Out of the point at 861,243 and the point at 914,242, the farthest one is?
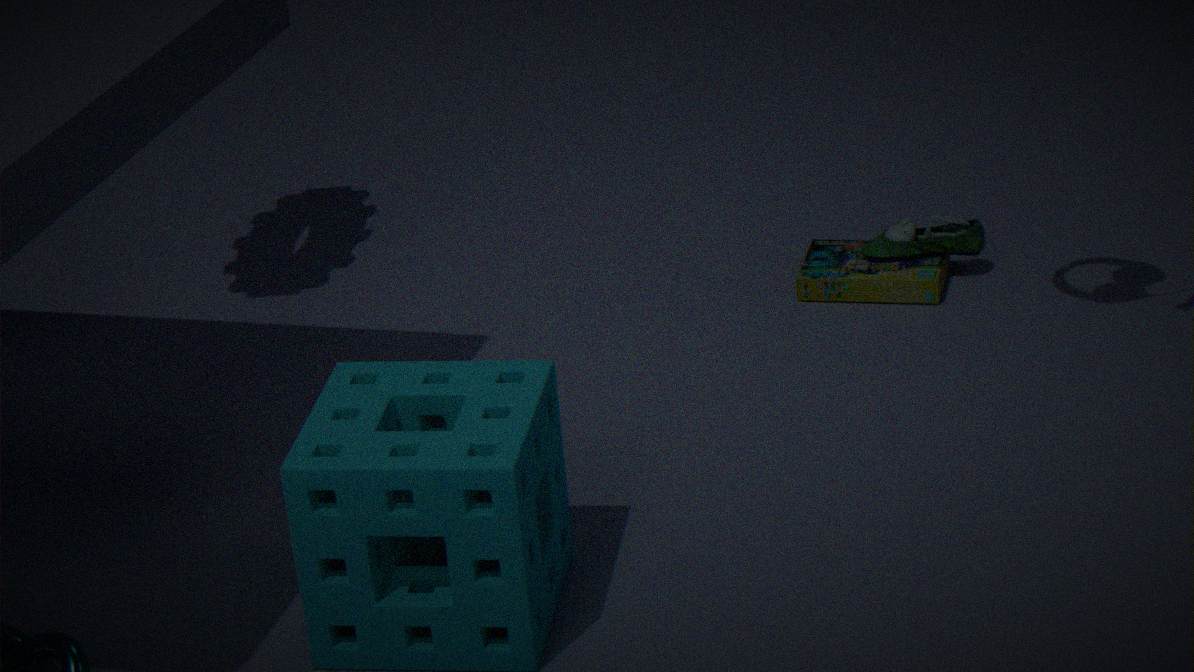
the point at 861,243
